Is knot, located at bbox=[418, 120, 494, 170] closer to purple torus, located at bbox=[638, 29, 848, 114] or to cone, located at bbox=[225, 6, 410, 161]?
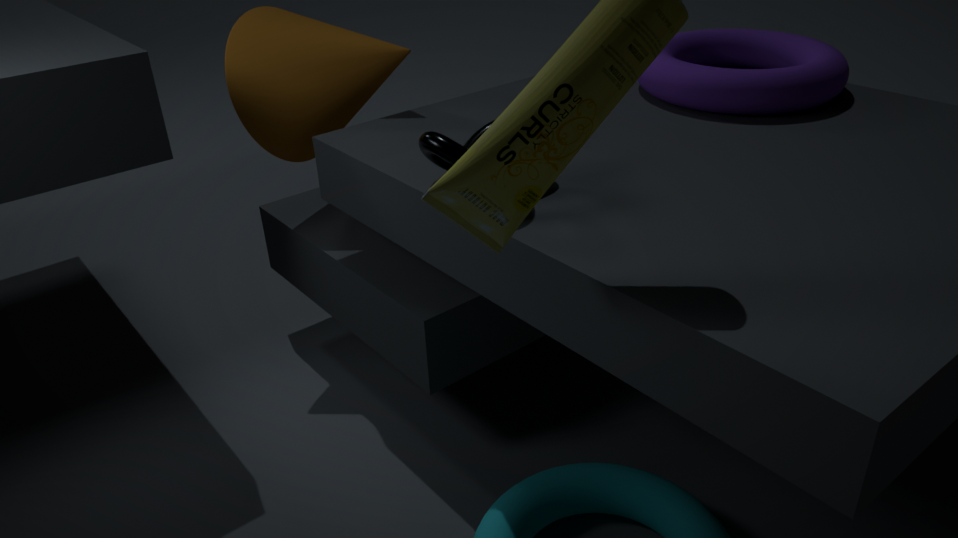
cone, located at bbox=[225, 6, 410, 161]
